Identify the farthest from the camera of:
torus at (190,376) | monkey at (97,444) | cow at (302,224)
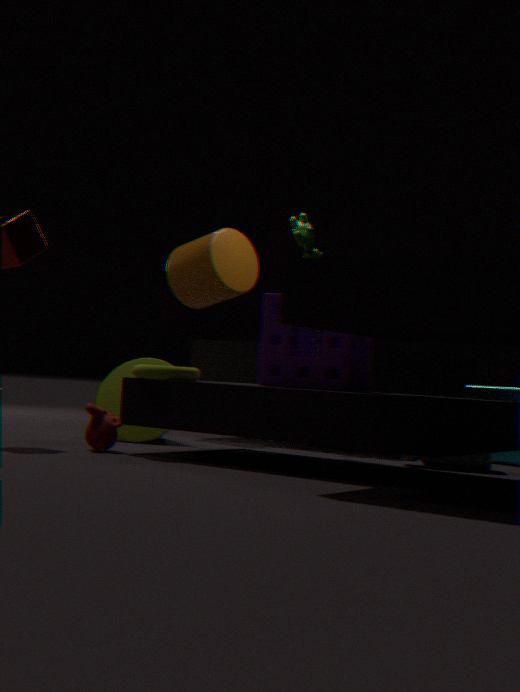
cow at (302,224)
